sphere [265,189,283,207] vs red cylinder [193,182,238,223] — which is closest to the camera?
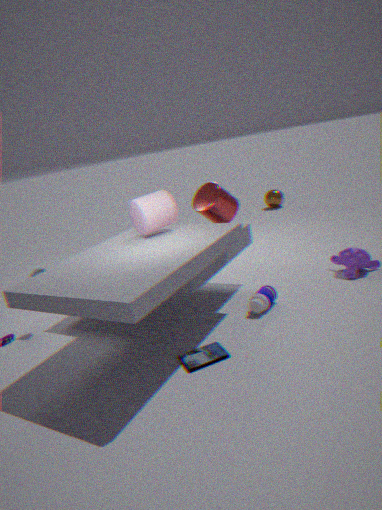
red cylinder [193,182,238,223]
